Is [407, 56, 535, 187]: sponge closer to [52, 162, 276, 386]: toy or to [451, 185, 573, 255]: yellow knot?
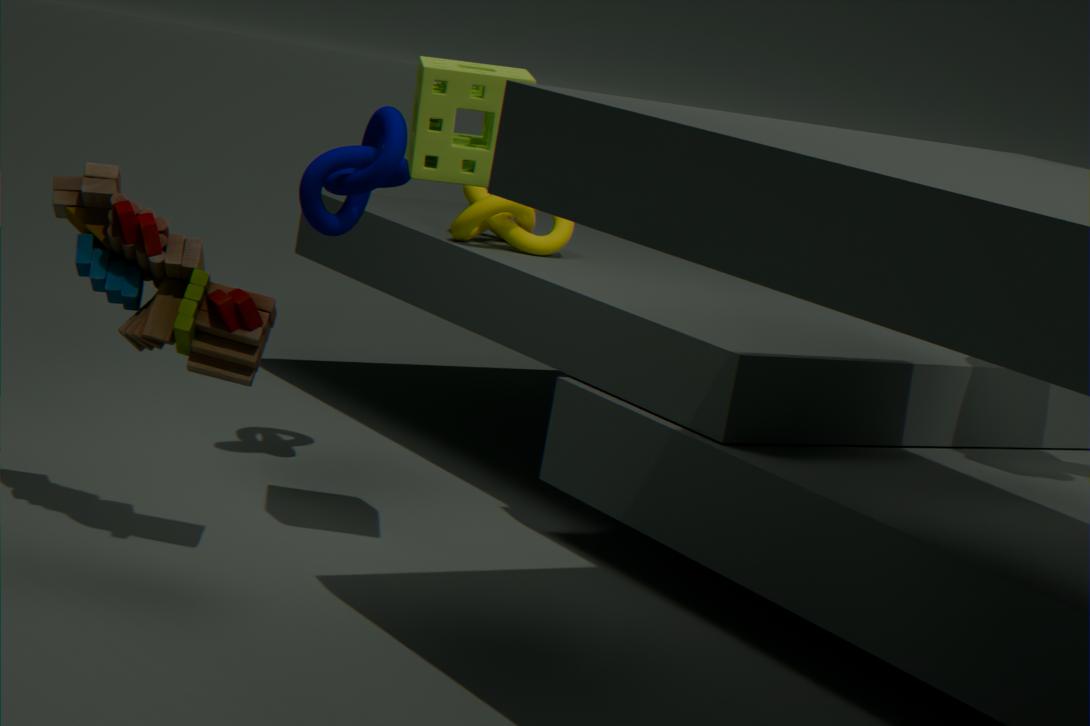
[52, 162, 276, 386]: toy
